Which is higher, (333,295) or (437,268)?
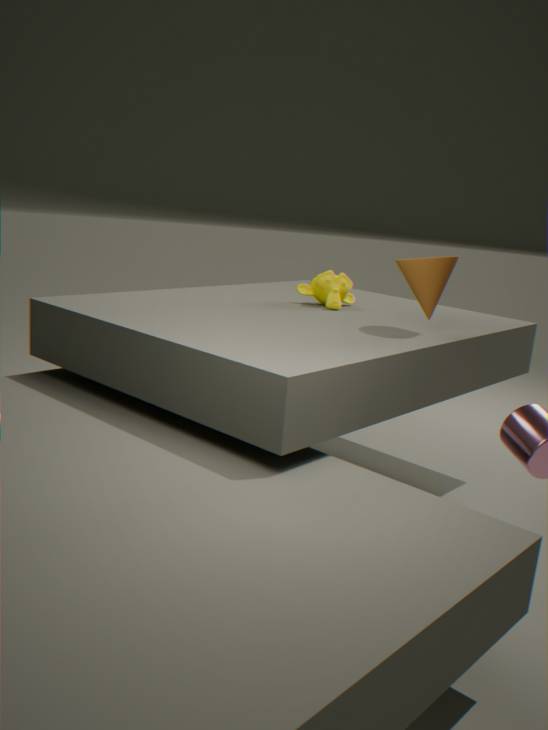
(437,268)
